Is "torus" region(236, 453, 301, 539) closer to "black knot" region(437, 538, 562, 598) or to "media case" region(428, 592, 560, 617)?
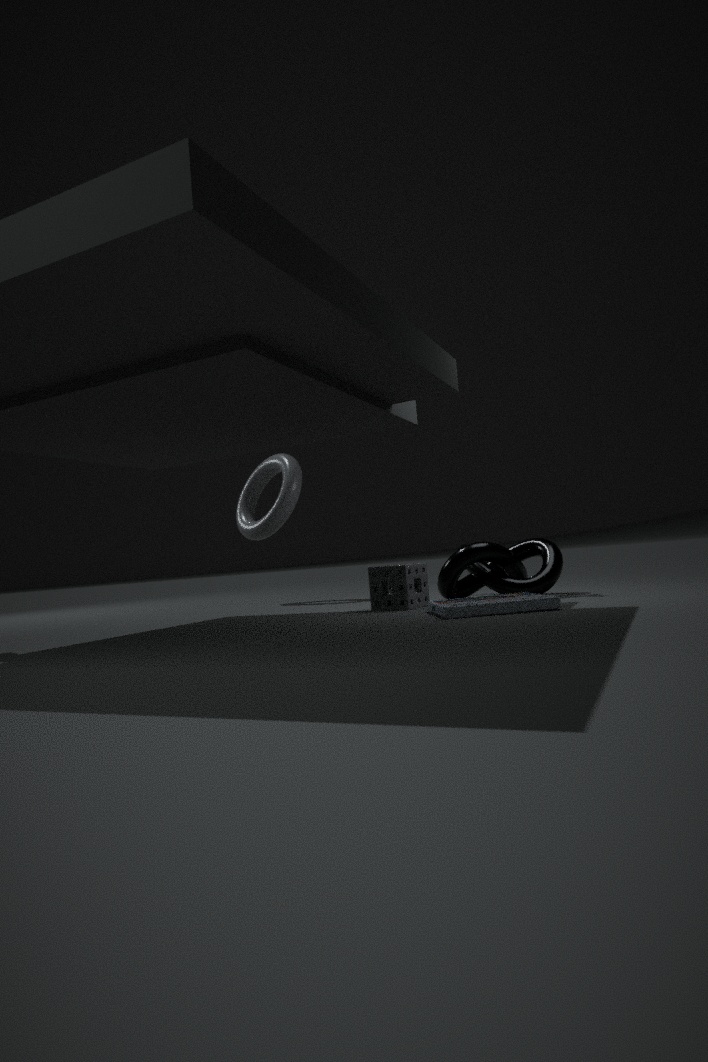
"black knot" region(437, 538, 562, 598)
